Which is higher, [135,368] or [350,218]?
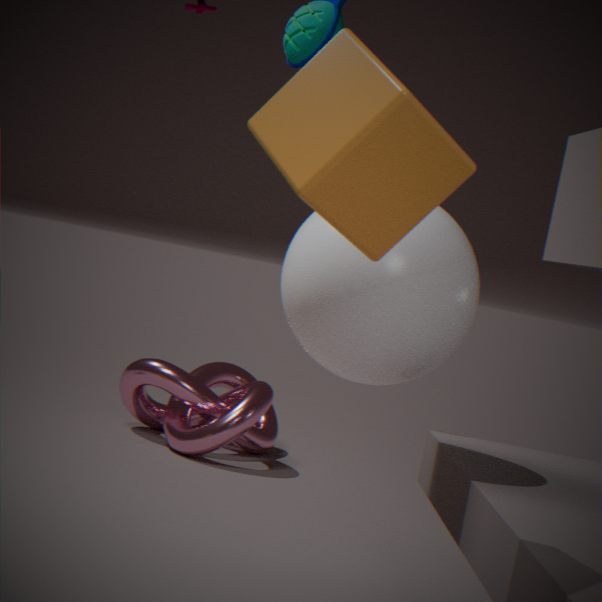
[350,218]
